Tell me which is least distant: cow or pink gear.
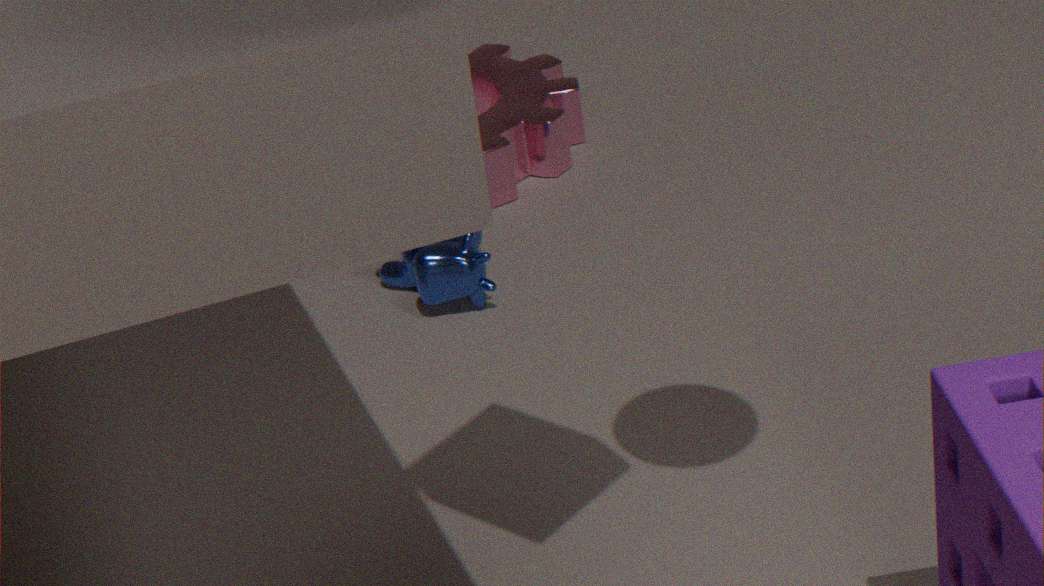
cow
